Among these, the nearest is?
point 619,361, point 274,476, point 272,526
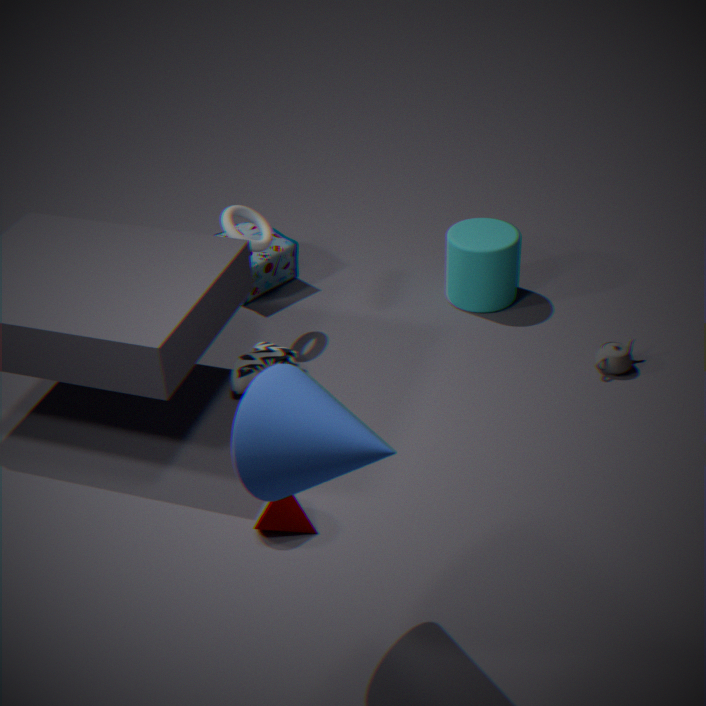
point 274,476
